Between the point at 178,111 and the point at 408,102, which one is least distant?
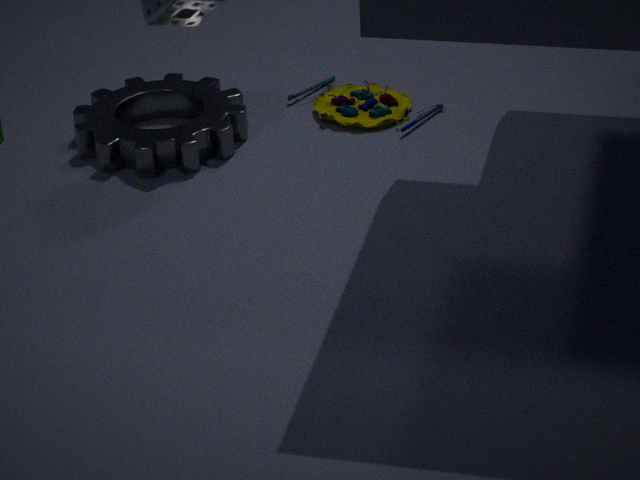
the point at 178,111
